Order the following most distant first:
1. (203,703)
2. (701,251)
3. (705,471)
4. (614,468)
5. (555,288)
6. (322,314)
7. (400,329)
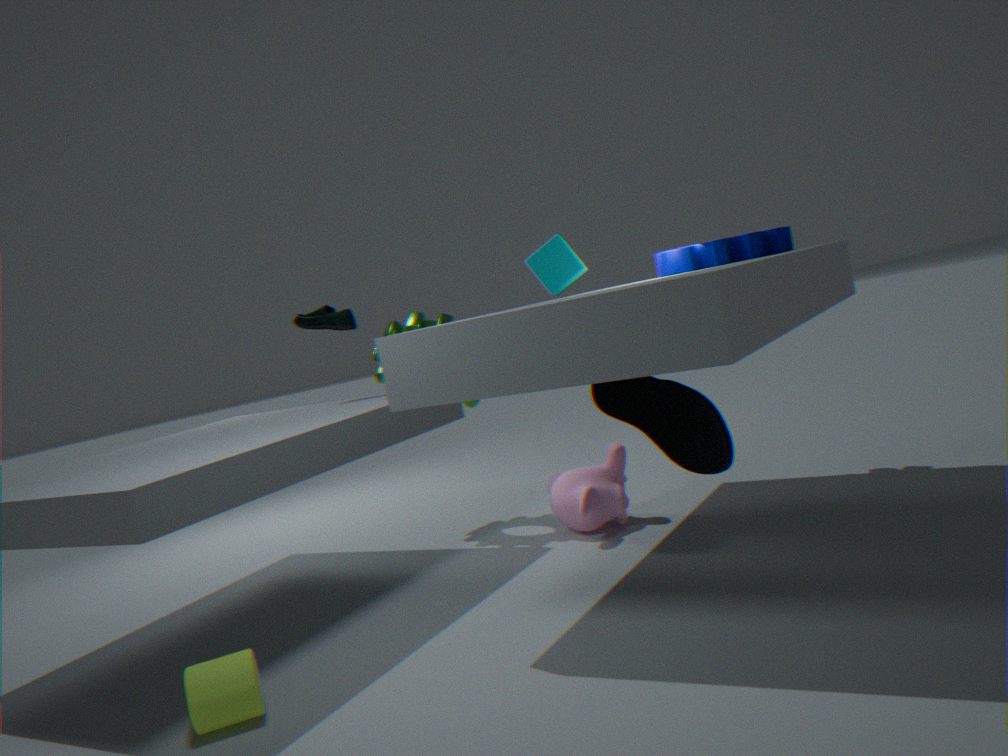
(400,329) < (322,314) < (555,288) < (614,468) < (701,251) < (705,471) < (203,703)
